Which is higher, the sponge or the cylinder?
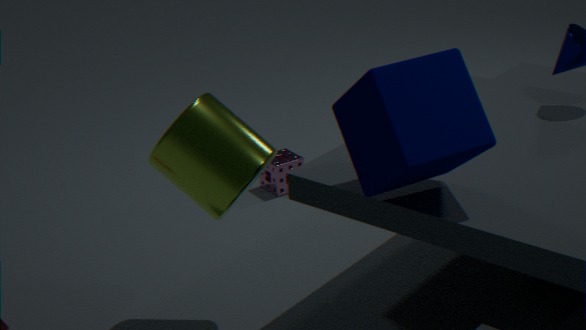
the cylinder
